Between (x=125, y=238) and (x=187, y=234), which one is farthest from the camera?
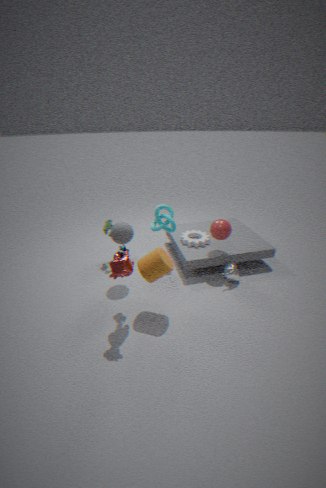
(x=187, y=234)
